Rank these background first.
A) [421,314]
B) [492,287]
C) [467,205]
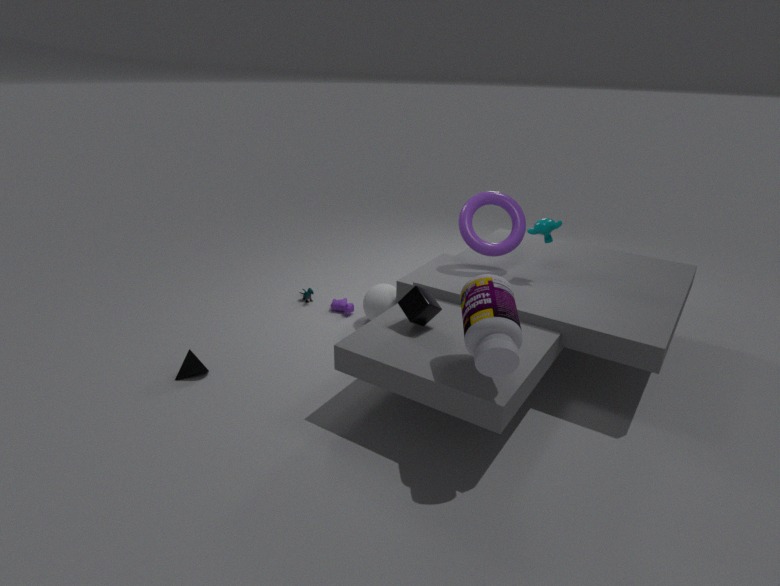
1. [467,205]
2. [421,314]
3. [492,287]
